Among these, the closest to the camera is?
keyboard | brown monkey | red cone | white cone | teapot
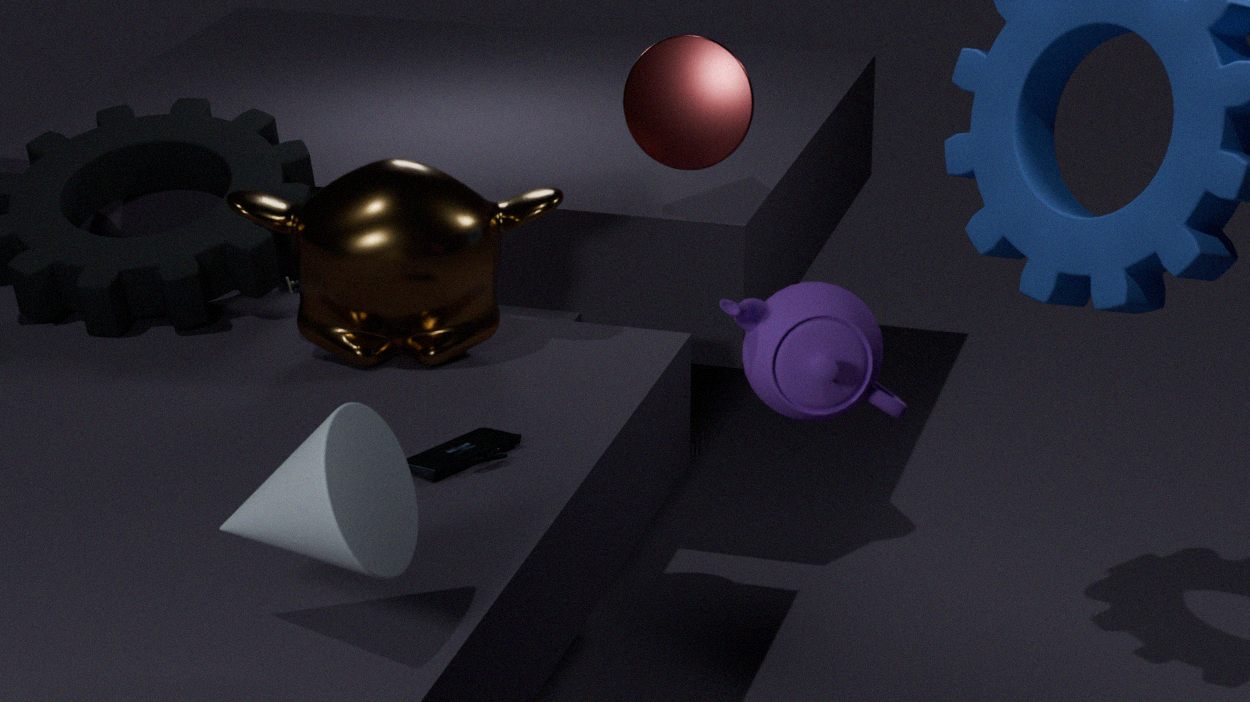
teapot
